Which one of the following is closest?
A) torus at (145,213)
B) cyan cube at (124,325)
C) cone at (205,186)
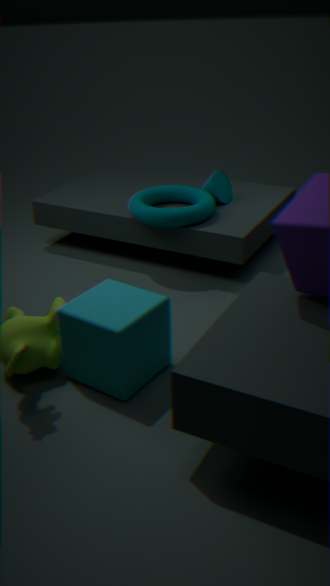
cyan cube at (124,325)
